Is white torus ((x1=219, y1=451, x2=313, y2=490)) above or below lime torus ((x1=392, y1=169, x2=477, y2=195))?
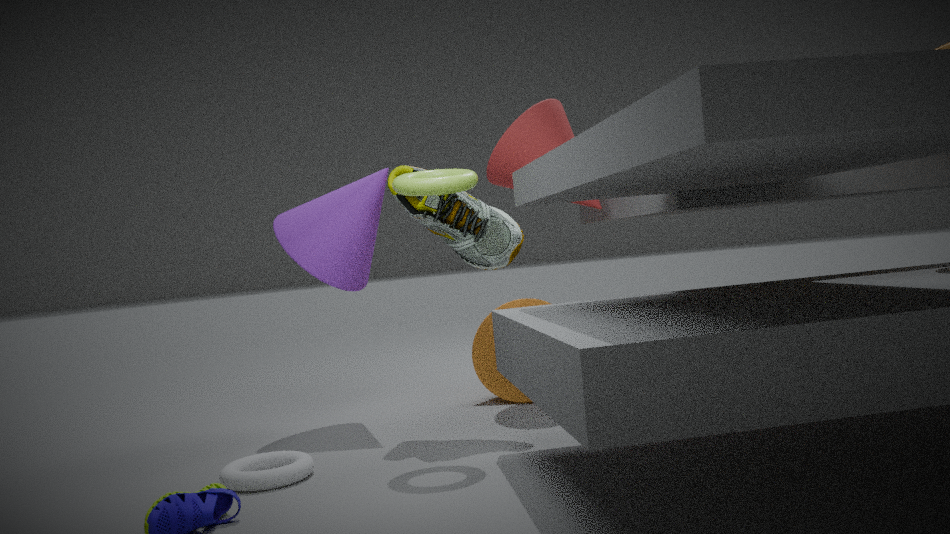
below
